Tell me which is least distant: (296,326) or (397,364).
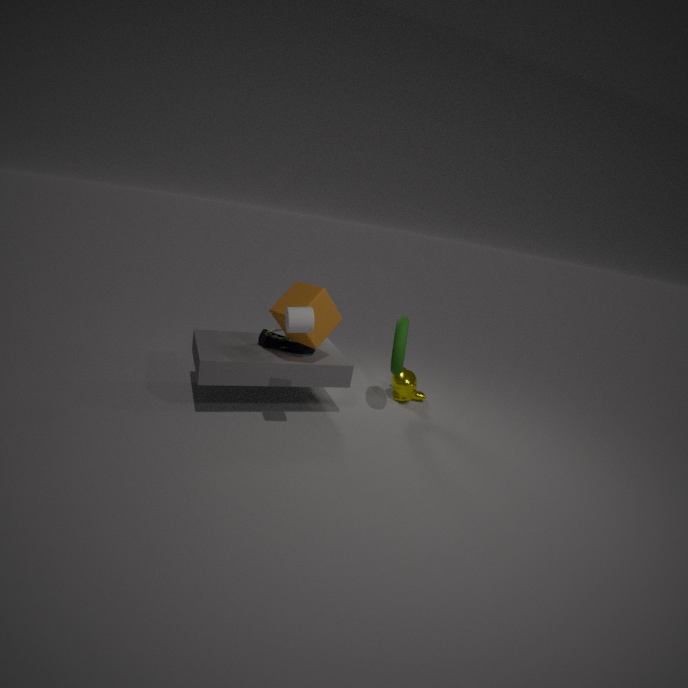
(296,326)
